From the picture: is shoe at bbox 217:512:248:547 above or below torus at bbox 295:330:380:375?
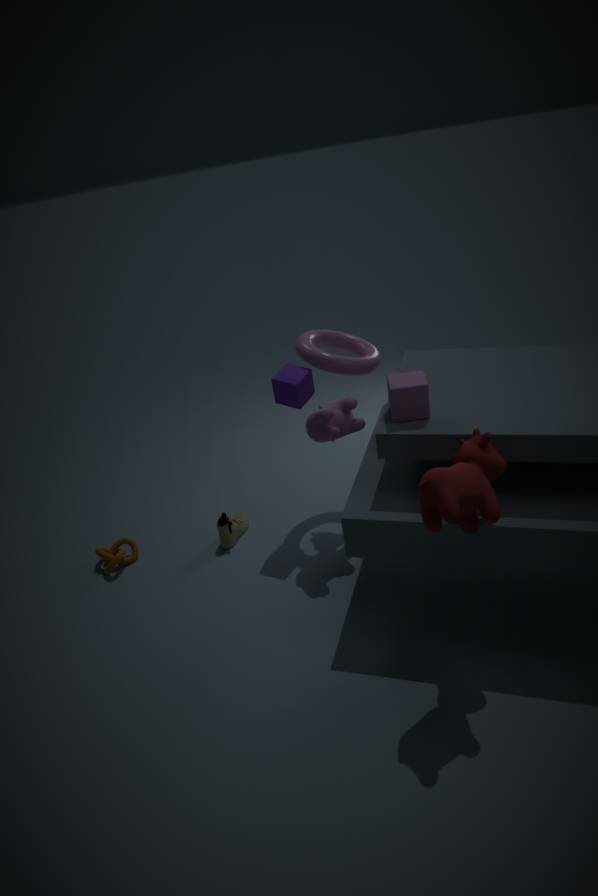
below
